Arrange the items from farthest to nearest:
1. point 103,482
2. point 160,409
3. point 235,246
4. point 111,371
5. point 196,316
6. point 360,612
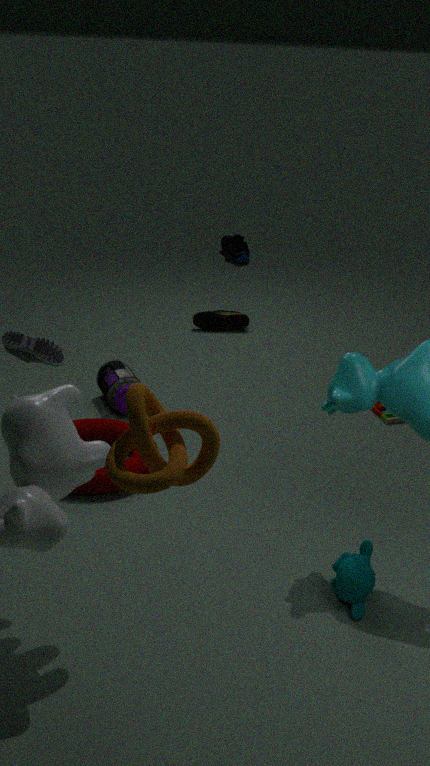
point 235,246 → point 196,316 → point 111,371 → point 103,482 → point 360,612 → point 160,409
